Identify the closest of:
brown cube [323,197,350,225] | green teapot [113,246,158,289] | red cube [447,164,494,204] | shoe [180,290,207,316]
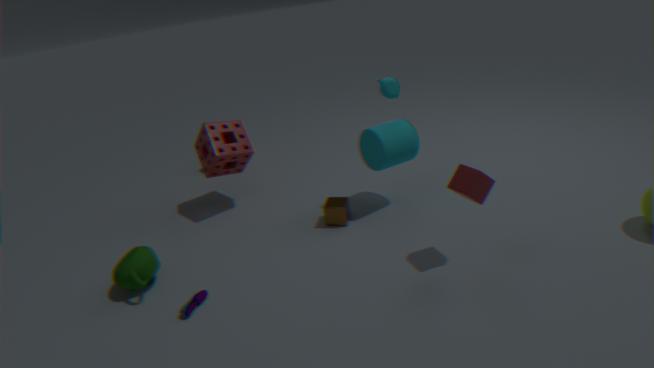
red cube [447,164,494,204]
